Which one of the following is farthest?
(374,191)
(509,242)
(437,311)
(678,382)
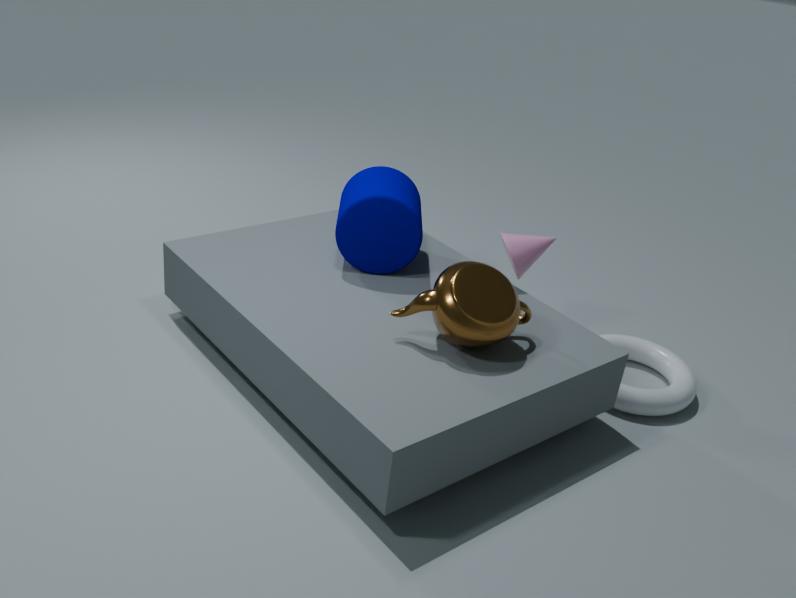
(509,242)
